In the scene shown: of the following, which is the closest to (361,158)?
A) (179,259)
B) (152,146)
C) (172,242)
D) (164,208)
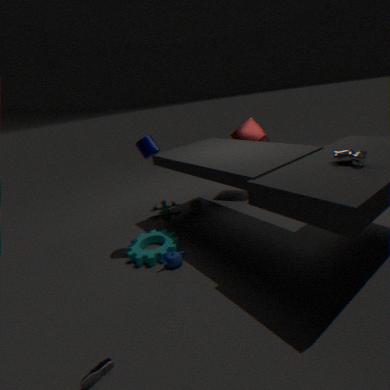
(179,259)
